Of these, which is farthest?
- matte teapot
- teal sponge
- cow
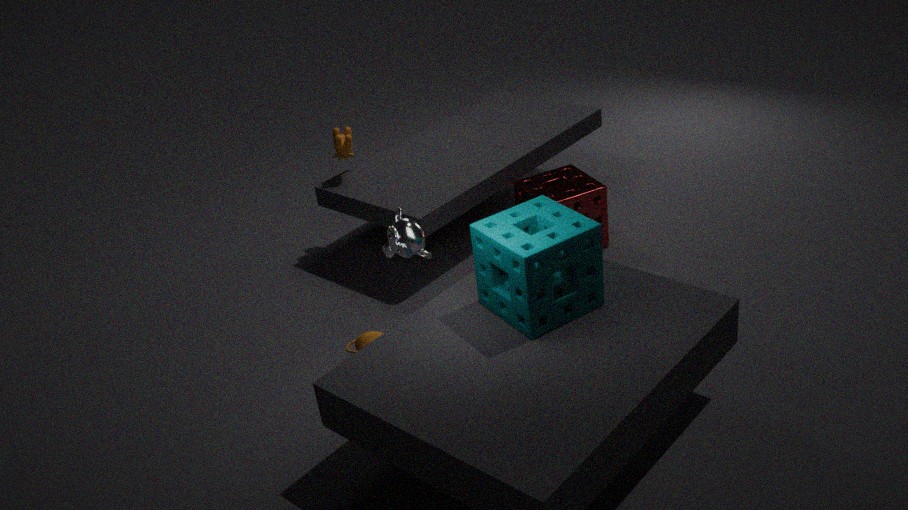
cow
